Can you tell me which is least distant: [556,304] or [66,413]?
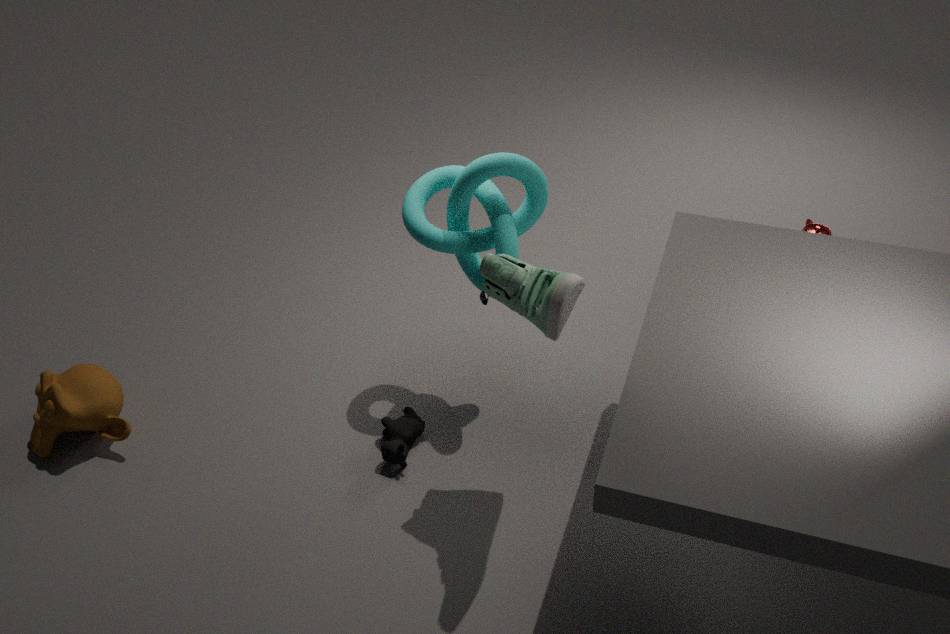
[556,304]
